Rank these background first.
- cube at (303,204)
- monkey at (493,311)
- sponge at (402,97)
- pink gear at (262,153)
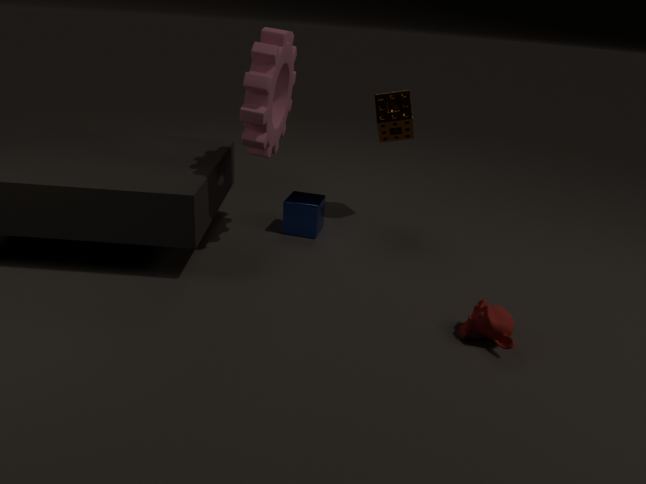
sponge at (402,97), cube at (303,204), pink gear at (262,153), monkey at (493,311)
